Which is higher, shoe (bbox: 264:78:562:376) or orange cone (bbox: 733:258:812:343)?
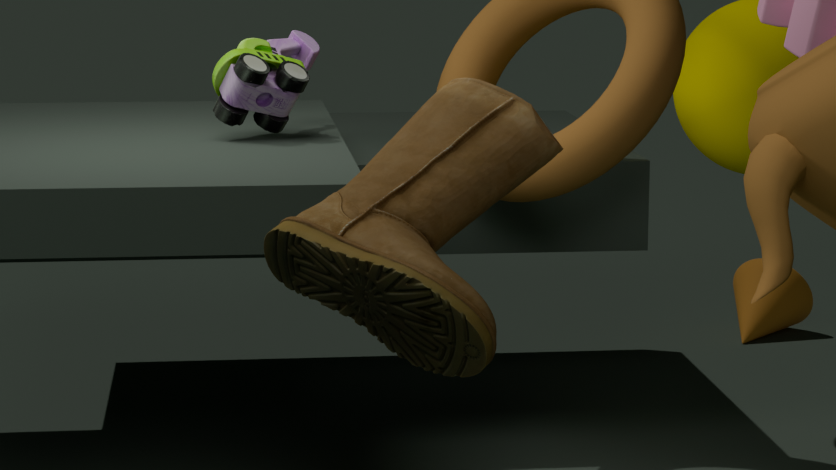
shoe (bbox: 264:78:562:376)
